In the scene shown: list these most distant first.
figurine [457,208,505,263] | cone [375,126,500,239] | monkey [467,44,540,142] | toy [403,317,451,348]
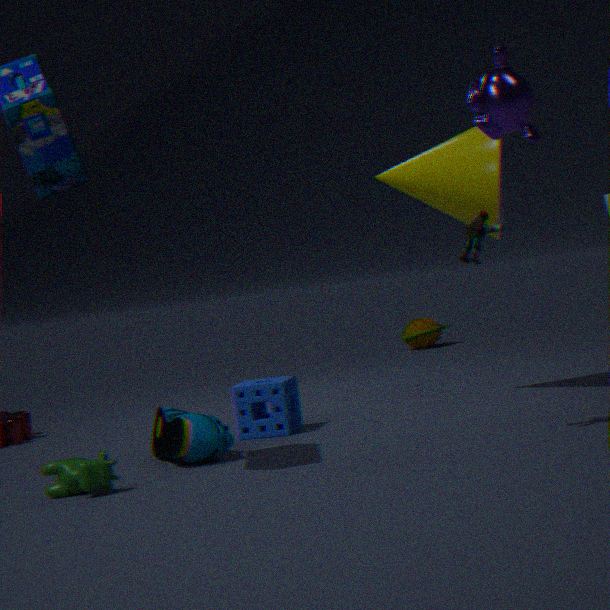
toy [403,317,451,348]
cone [375,126,500,239]
figurine [457,208,505,263]
monkey [467,44,540,142]
